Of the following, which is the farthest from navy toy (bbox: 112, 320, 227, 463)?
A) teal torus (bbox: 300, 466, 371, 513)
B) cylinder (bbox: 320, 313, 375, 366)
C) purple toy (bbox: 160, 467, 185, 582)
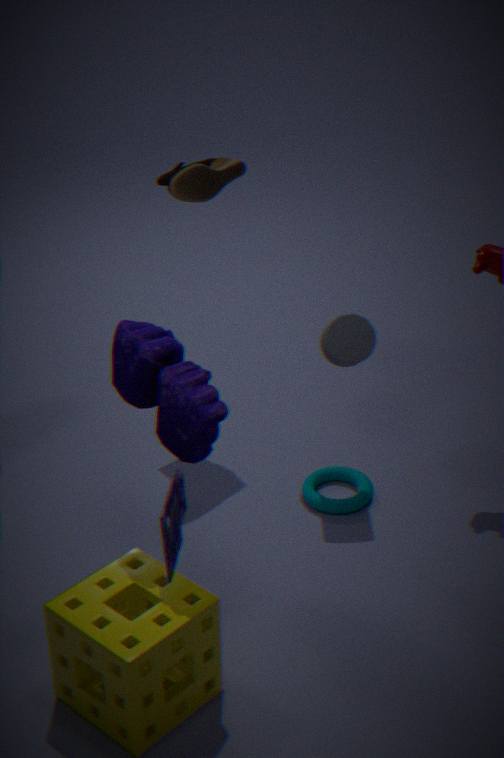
teal torus (bbox: 300, 466, 371, 513)
